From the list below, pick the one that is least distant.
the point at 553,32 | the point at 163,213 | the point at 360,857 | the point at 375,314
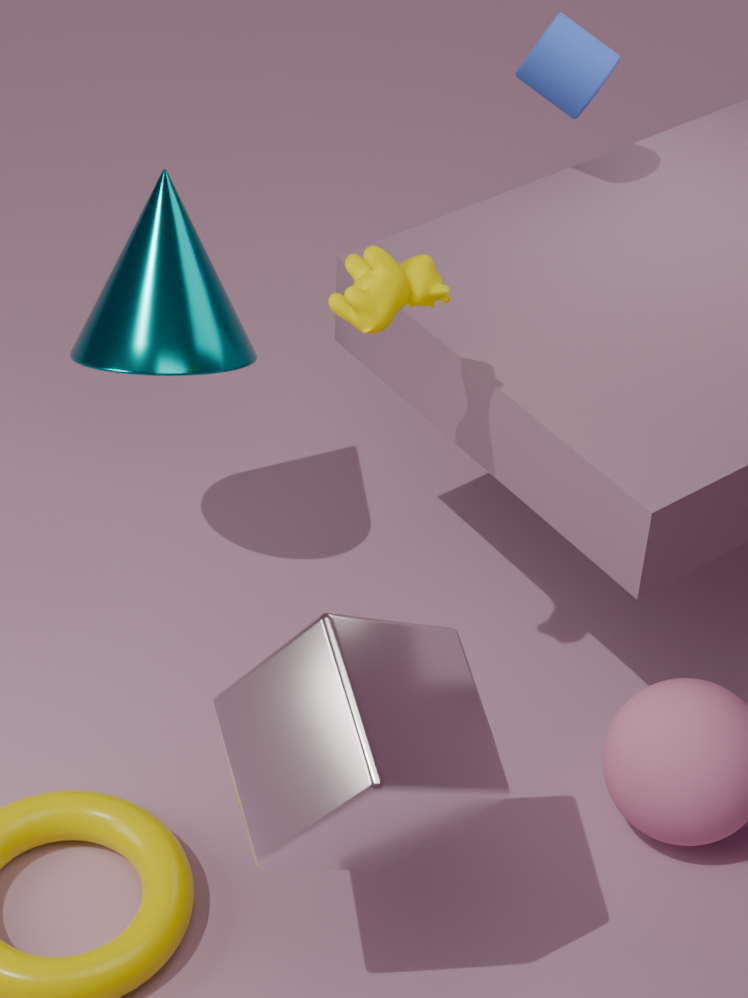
the point at 360,857
